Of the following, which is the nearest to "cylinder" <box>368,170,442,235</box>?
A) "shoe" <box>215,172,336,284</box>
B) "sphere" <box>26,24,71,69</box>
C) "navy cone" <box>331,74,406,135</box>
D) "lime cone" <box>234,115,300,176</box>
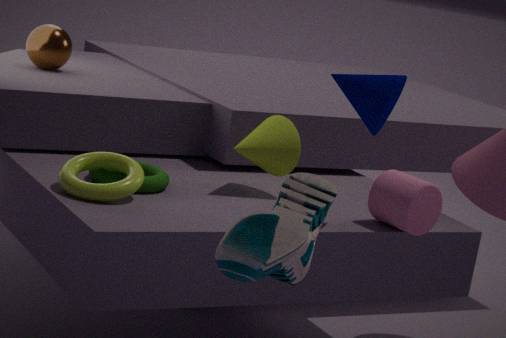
"navy cone" <box>331,74,406,135</box>
